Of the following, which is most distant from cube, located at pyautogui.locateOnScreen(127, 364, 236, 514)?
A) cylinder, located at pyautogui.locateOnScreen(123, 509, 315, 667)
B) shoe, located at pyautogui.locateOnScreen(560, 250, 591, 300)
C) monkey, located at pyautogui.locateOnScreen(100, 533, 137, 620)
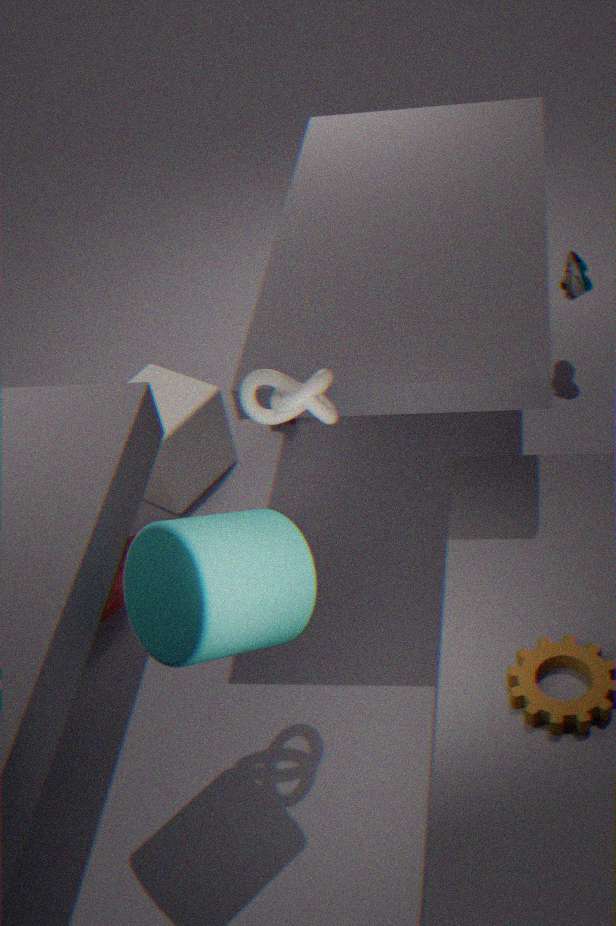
shoe, located at pyautogui.locateOnScreen(560, 250, 591, 300)
